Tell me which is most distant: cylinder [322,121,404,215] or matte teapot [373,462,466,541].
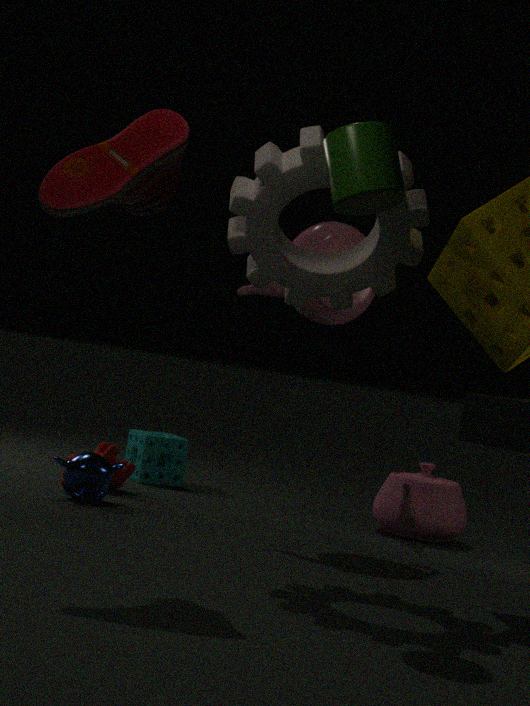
matte teapot [373,462,466,541]
